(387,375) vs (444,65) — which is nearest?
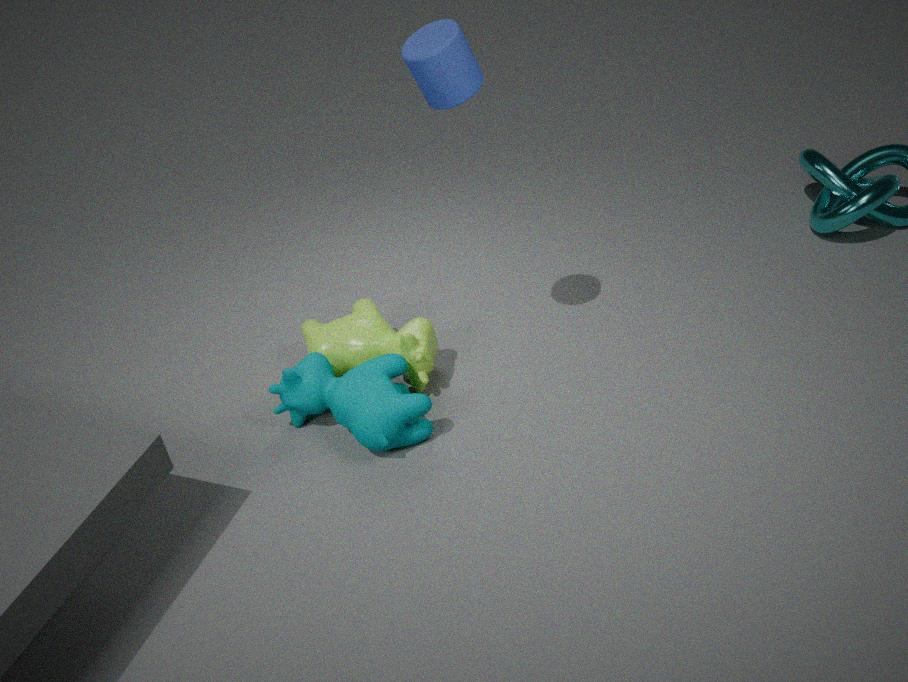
(444,65)
